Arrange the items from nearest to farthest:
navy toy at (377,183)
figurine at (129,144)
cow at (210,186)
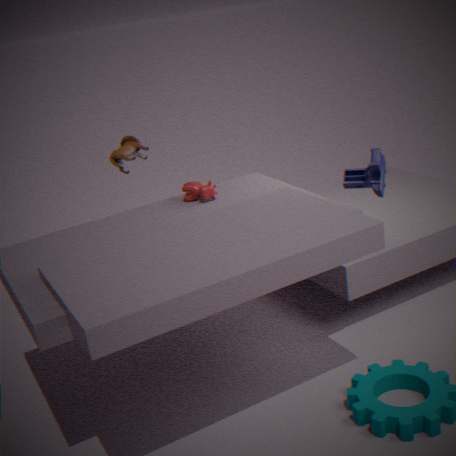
navy toy at (377,183)
cow at (210,186)
figurine at (129,144)
